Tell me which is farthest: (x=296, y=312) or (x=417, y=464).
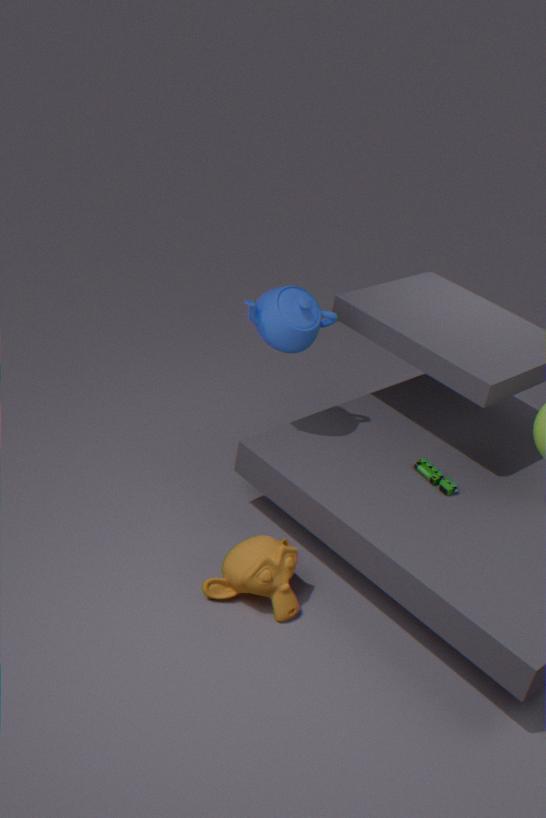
(x=417, y=464)
